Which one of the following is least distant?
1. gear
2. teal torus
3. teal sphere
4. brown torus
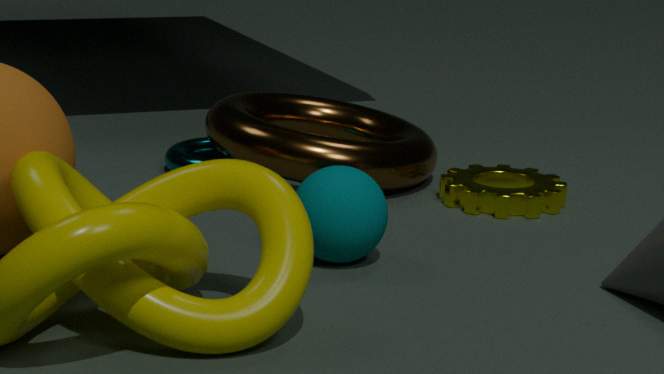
teal sphere
